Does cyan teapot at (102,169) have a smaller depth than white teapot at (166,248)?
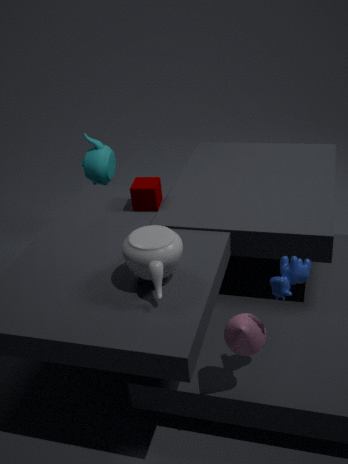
No
